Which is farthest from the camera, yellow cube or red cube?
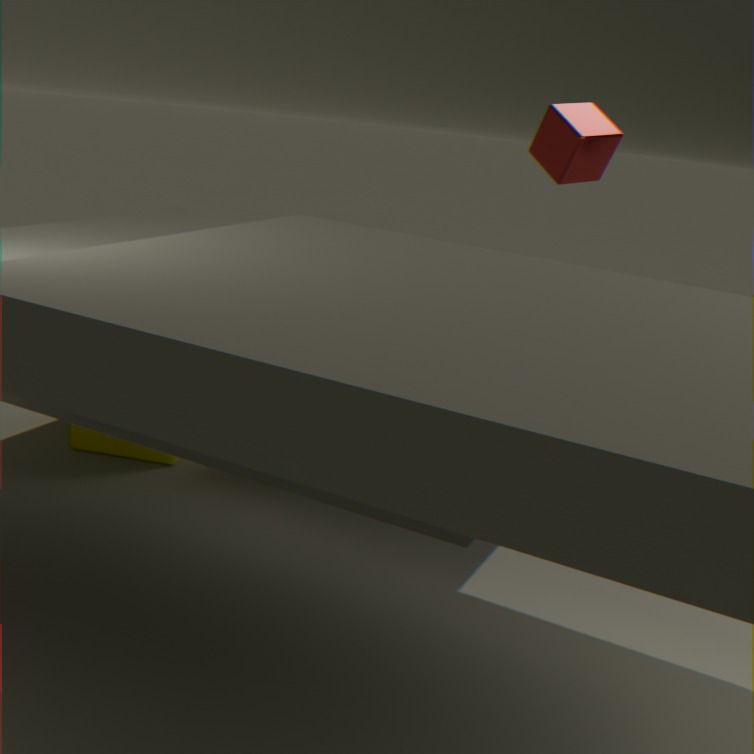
yellow cube
